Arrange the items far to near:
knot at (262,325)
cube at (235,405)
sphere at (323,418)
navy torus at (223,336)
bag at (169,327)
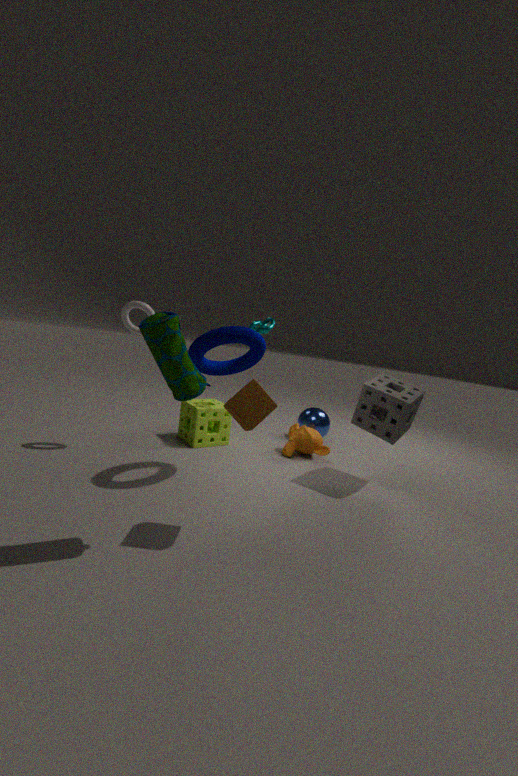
sphere at (323,418), knot at (262,325), navy torus at (223,336), cube at (235,405), bag at (169,327)
